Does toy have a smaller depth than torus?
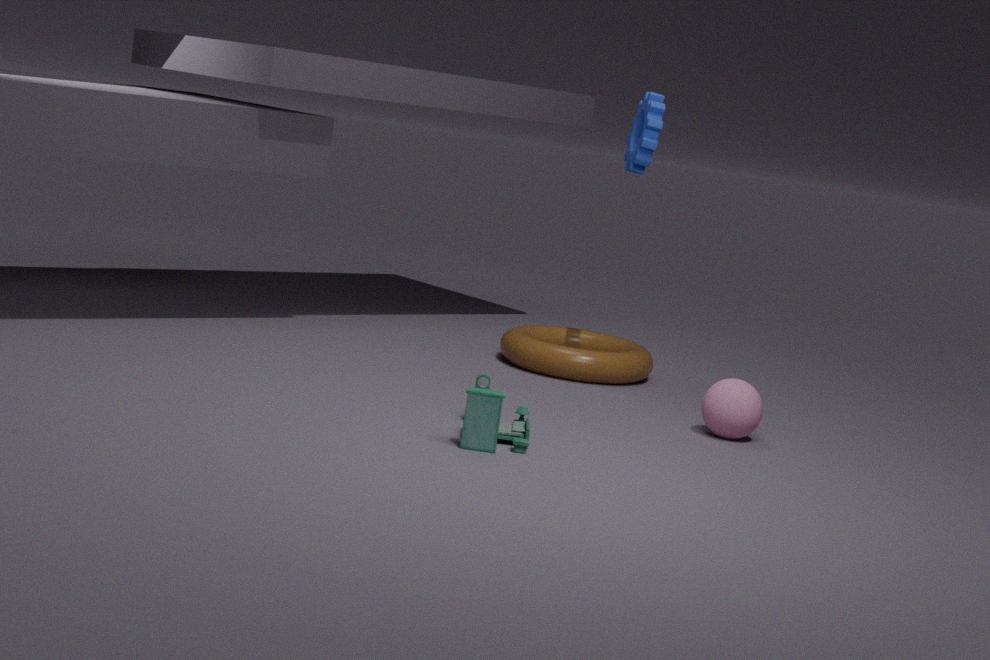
Yes
